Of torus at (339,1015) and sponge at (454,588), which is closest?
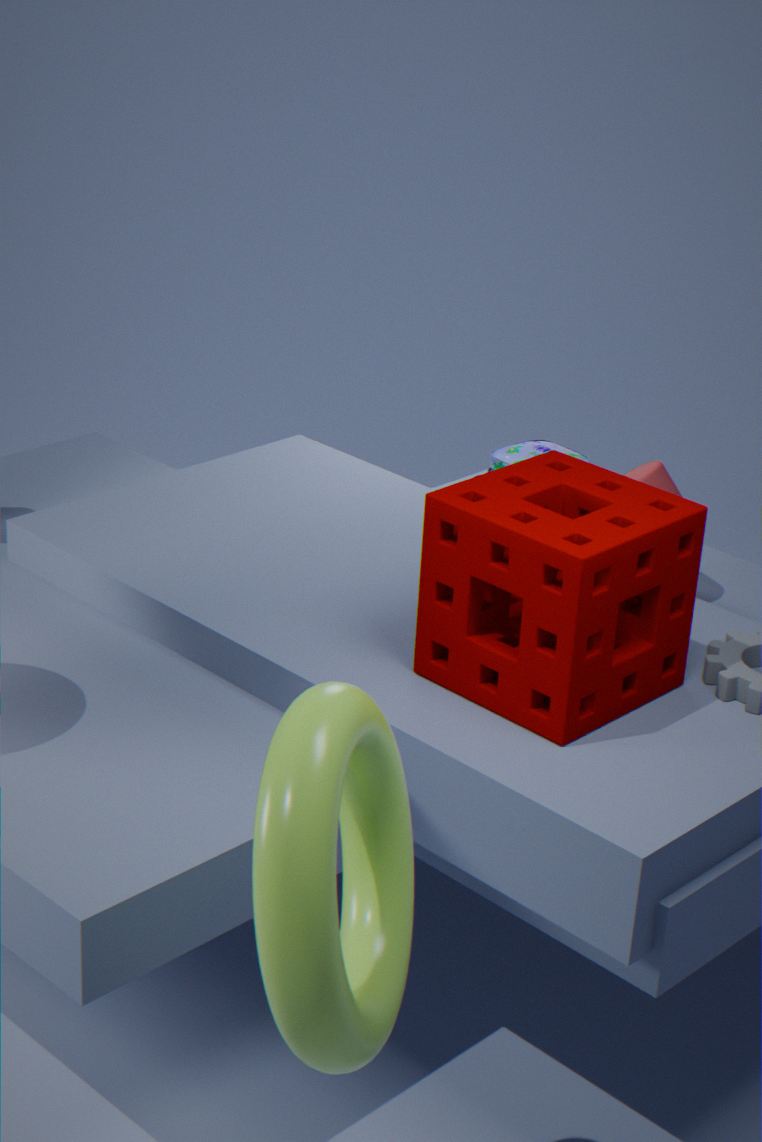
torus at (339,1015)
